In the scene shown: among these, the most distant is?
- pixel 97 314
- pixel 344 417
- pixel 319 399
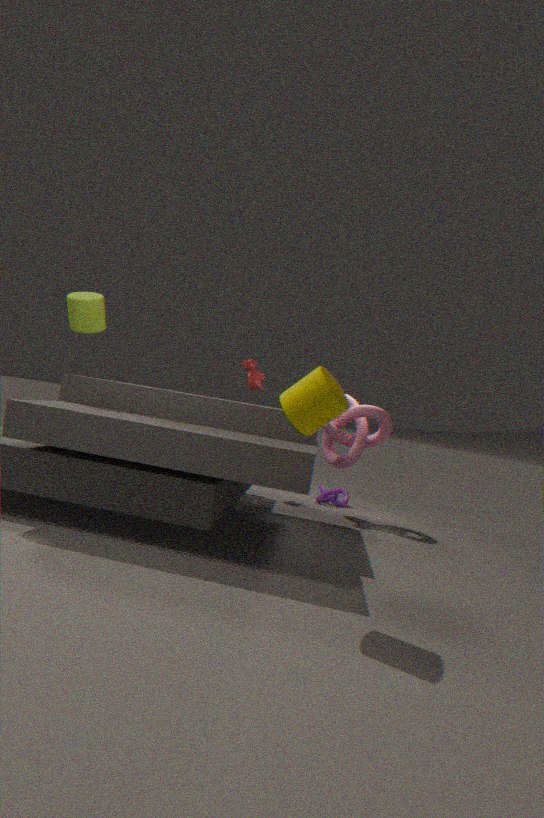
pixel 344 417
